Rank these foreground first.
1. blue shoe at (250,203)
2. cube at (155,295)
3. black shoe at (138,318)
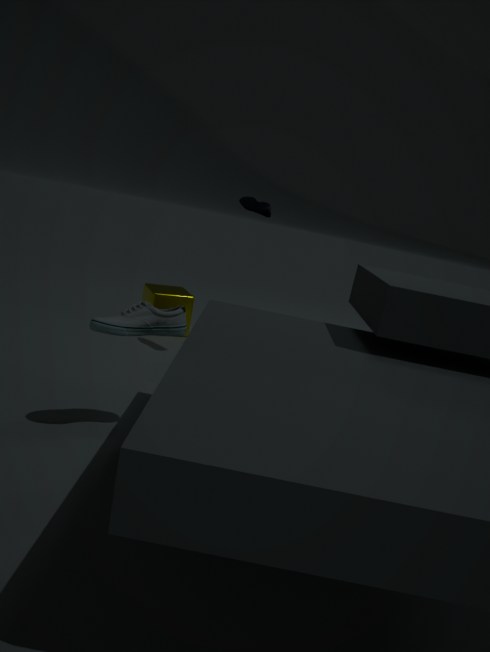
black shoe at (138,318) < blue shoe at (250,203) < cube at (155,295)
